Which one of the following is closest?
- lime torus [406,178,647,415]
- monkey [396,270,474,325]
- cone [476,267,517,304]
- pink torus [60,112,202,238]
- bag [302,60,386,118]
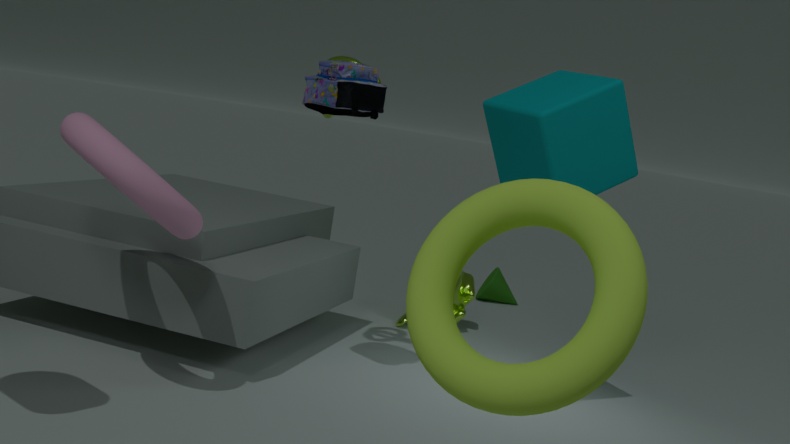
lime torus [406,178,647,415]
